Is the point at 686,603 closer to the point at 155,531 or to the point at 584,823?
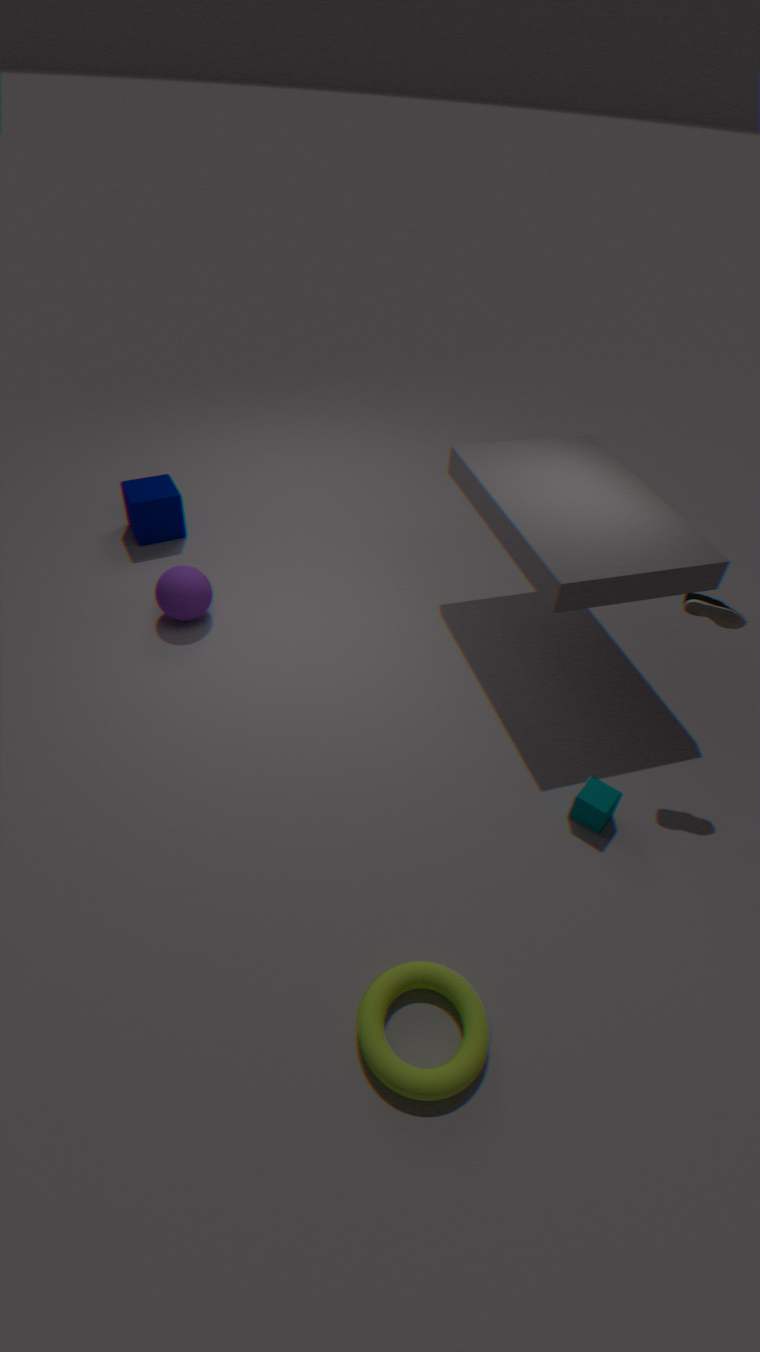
the point at 584,823
